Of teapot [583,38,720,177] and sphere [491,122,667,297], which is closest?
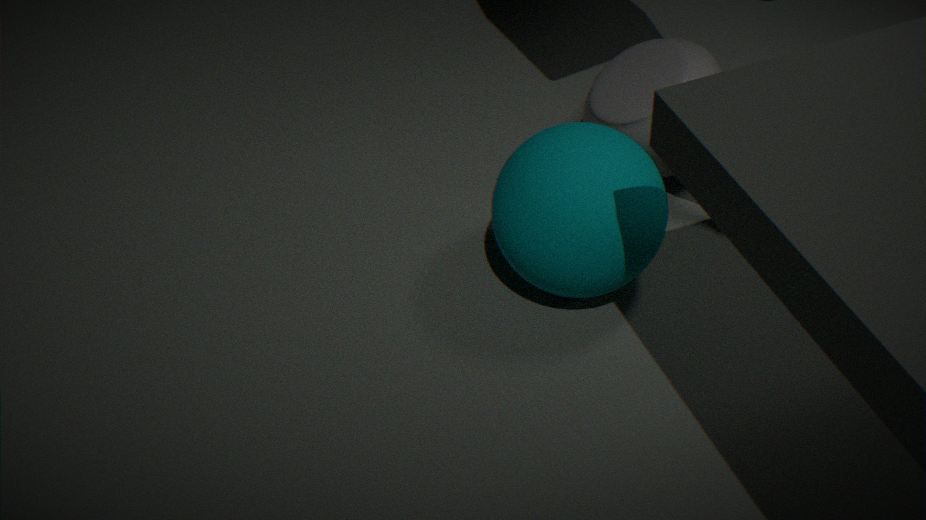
sphere [491,122,667,297]
